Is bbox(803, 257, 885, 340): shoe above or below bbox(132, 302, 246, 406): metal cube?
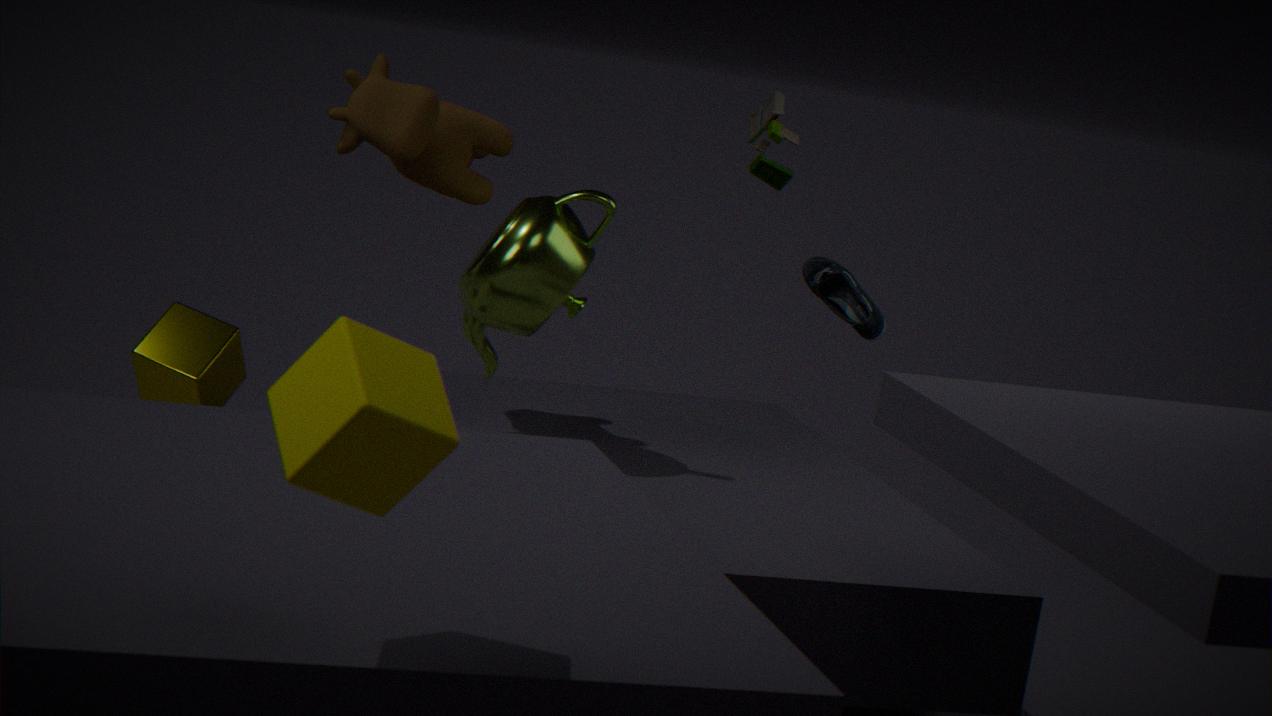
above
